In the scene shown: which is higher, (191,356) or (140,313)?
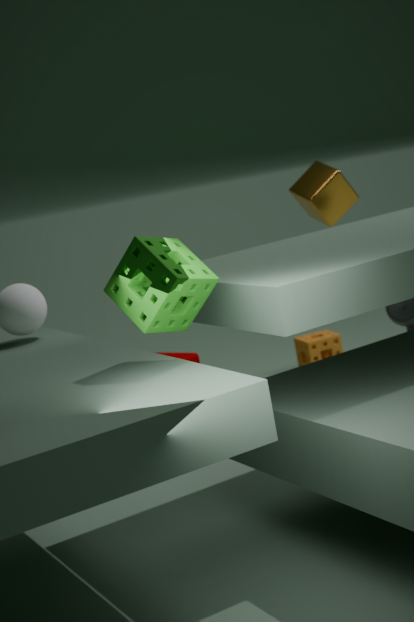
(140,313)
